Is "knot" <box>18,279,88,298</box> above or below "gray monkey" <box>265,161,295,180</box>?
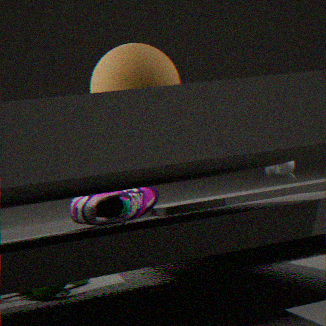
below
